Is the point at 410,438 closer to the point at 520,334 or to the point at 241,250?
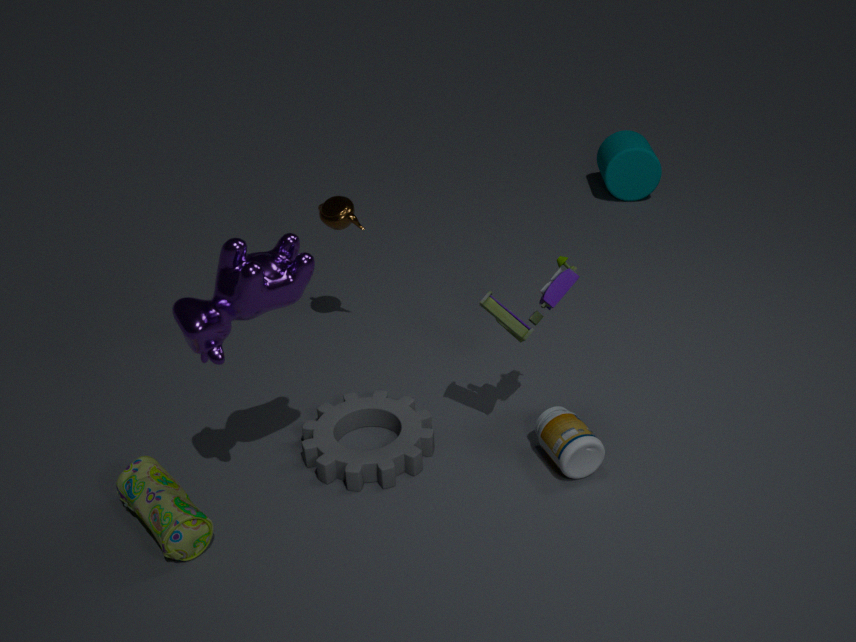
the point at 520,334
